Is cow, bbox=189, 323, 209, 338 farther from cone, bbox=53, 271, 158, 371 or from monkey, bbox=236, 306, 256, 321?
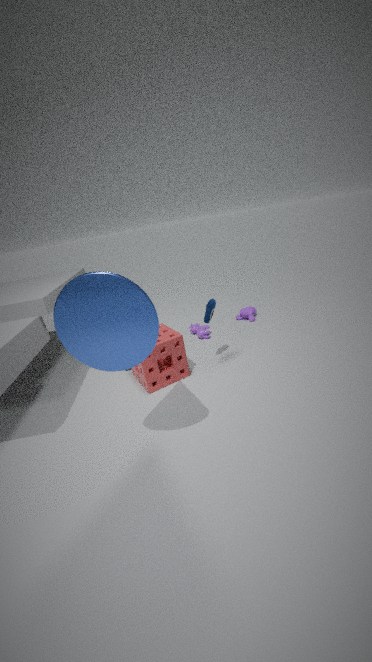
cone, bbox=53, 271, 158, 371
